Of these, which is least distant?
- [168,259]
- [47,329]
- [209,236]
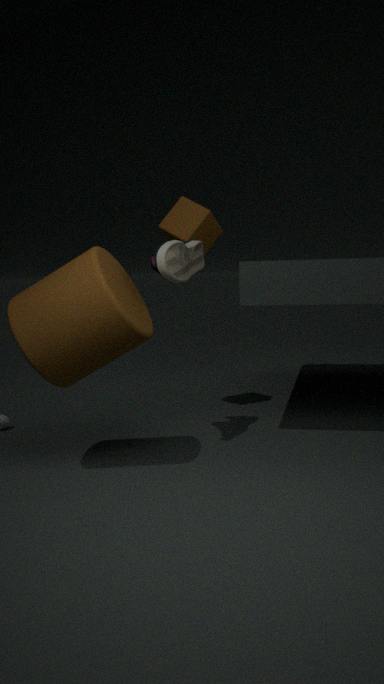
[47,329]
